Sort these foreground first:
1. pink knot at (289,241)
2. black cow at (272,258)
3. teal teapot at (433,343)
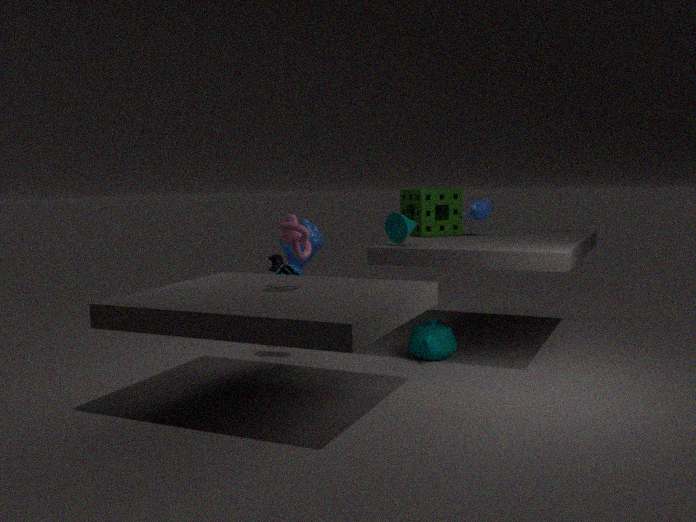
pink knot at (289,241)
teal teapot at (433,343)
black cow at (272,258)
